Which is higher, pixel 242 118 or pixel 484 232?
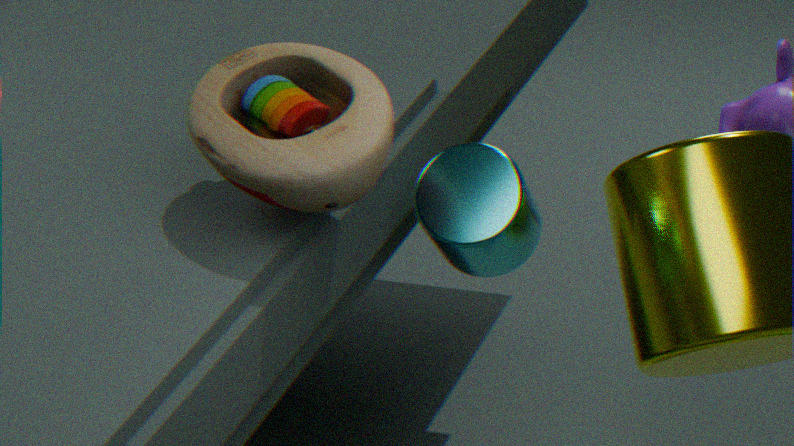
pixel 242 118
